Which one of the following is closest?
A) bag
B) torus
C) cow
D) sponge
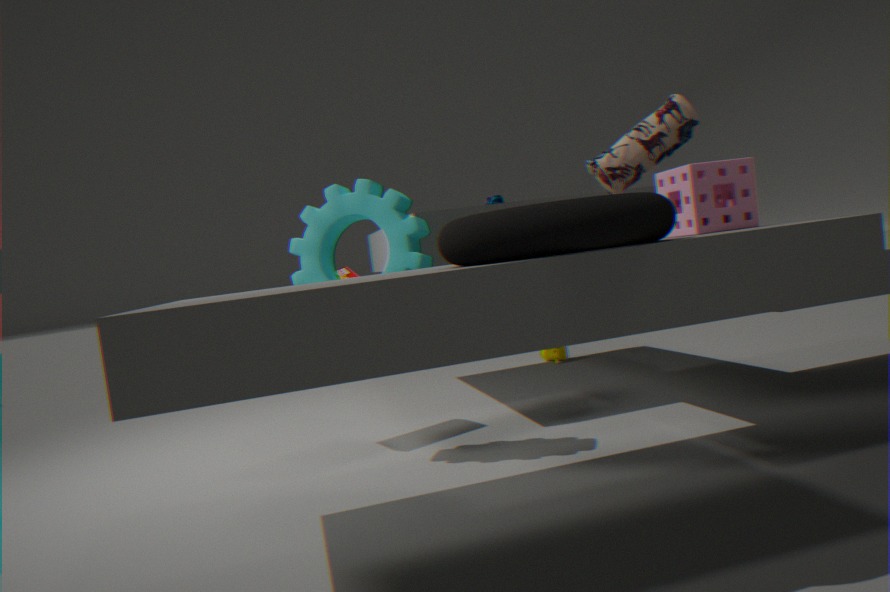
torus
